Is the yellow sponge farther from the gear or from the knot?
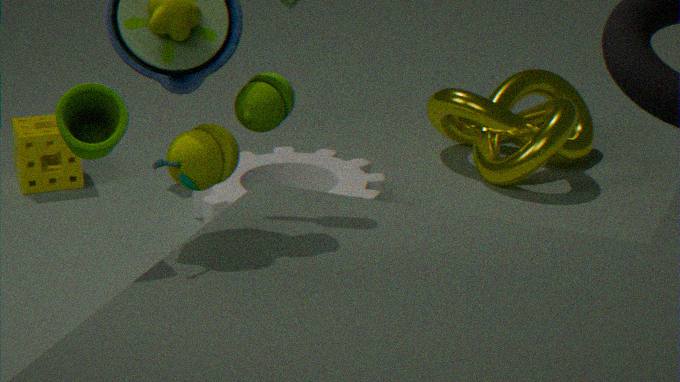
the knot
